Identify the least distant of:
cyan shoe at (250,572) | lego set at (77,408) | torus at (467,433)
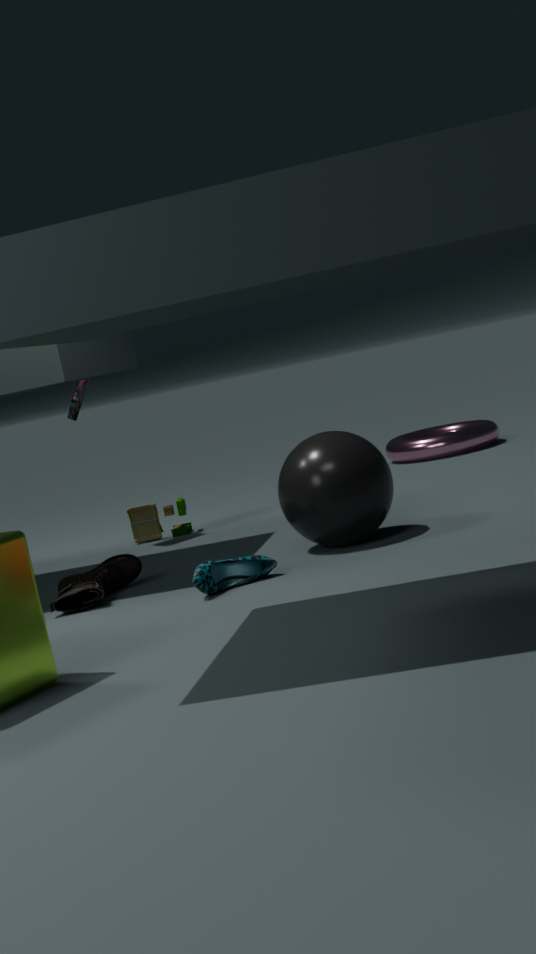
cyan shoe at (250,572)
